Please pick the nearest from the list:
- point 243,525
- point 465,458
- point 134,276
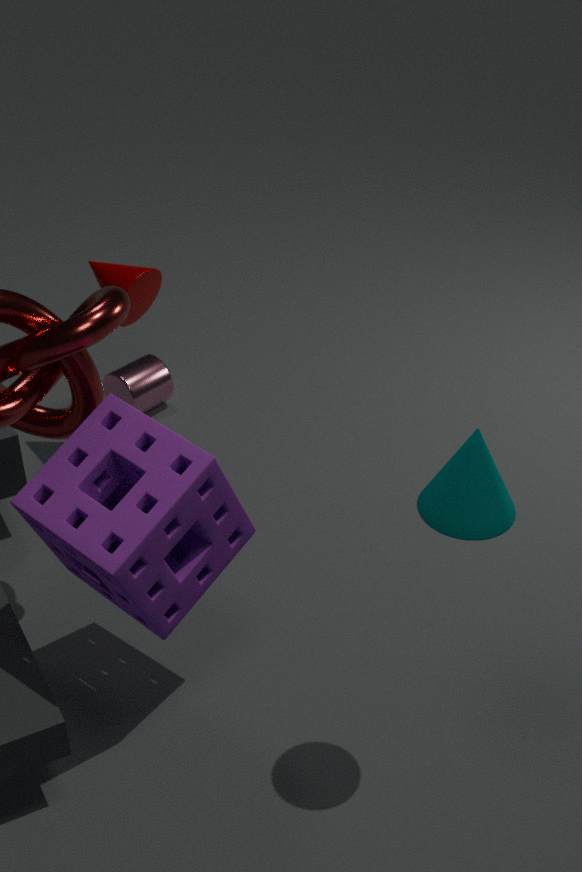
point 465,458
